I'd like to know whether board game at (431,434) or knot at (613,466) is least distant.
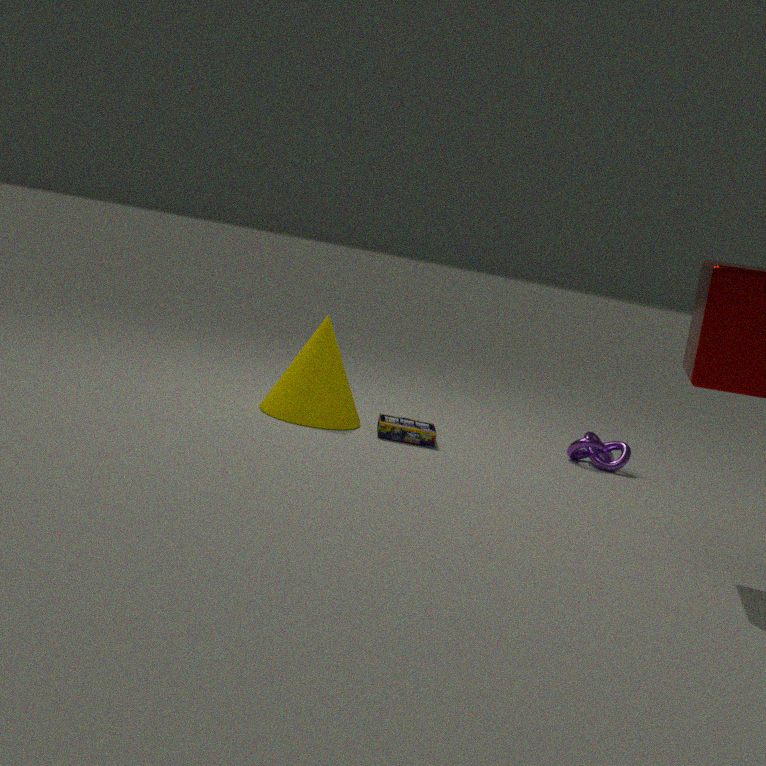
board game at (431,434)
